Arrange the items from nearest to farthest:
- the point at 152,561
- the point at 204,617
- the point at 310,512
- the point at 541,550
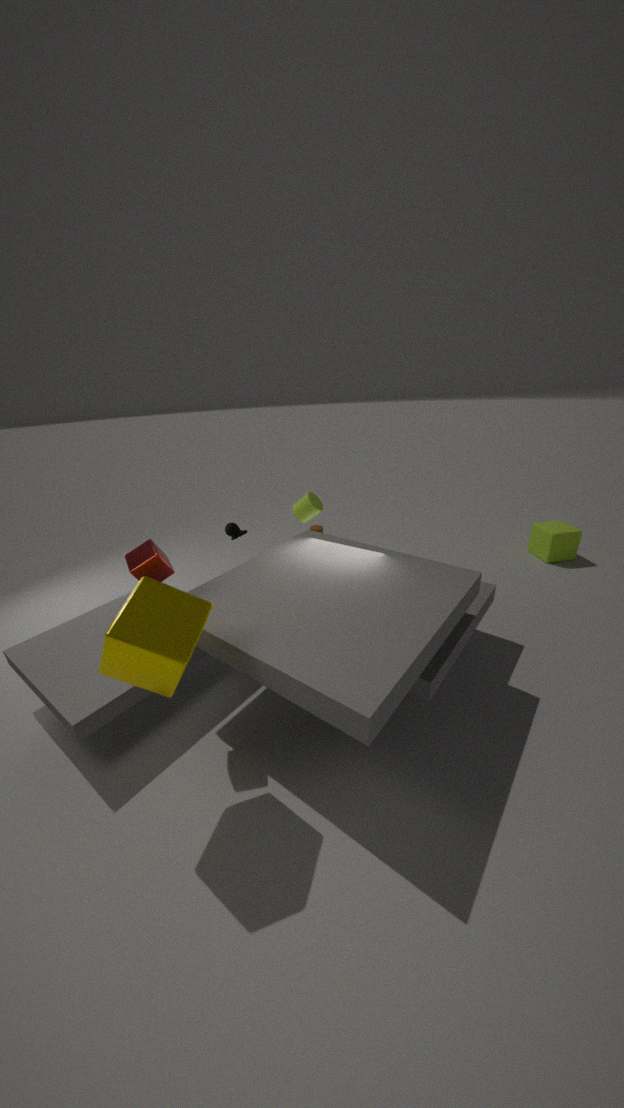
the point at 204,617
the point at 152,561
the point at 310,512
the point at 541,550
